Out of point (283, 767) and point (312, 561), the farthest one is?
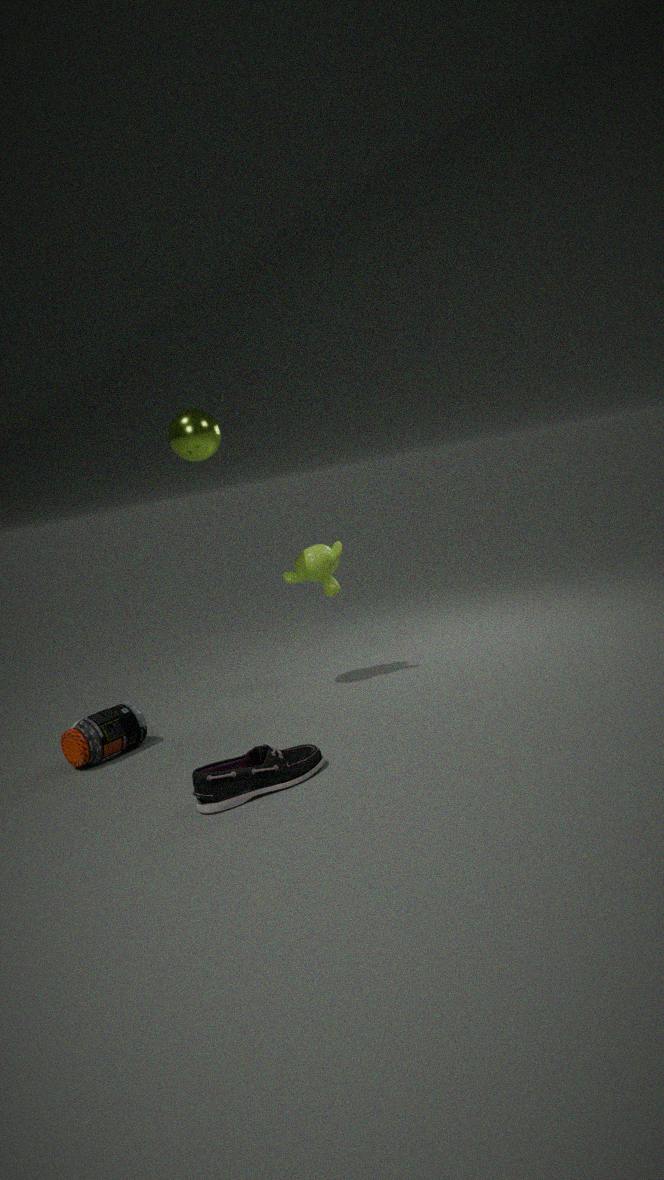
point (312, 561)
